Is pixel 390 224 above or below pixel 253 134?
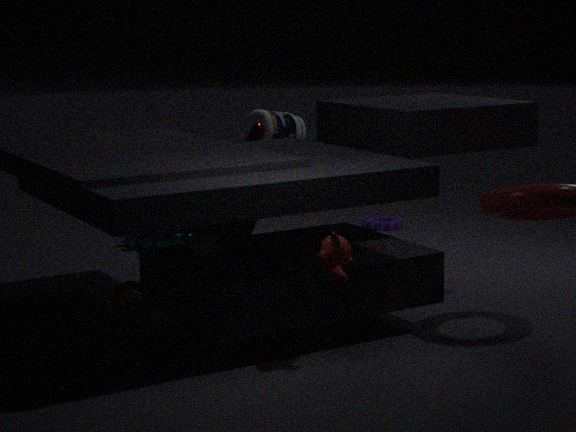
below
